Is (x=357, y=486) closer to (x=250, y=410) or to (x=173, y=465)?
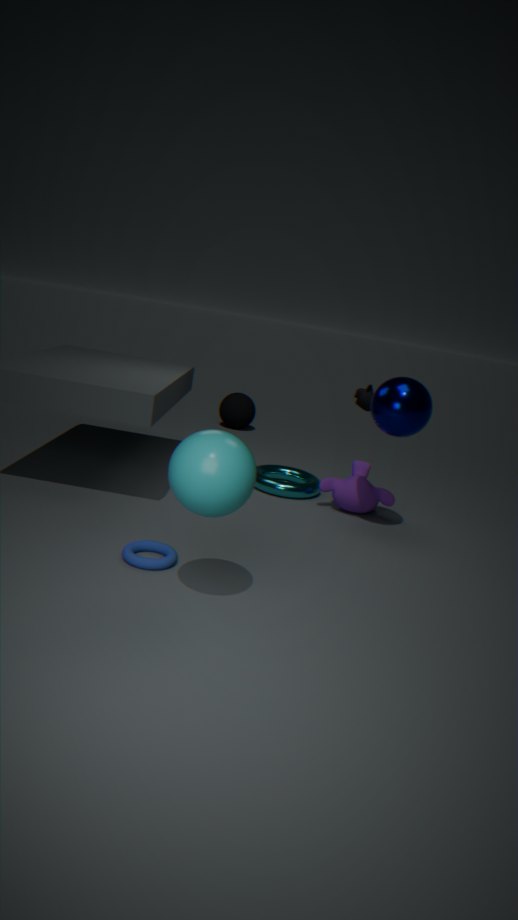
(x=173, y=465)
